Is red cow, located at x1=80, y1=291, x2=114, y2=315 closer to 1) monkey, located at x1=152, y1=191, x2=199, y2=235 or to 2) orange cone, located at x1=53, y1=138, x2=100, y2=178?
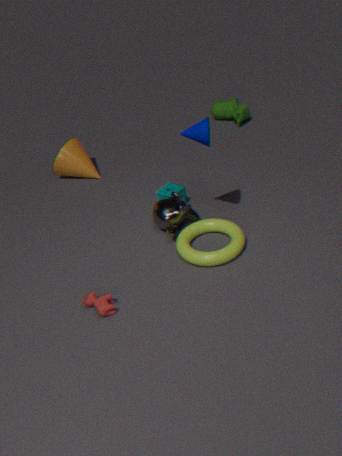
1) monkey, located at x1=152, y1=191, x2=199, y2=235
